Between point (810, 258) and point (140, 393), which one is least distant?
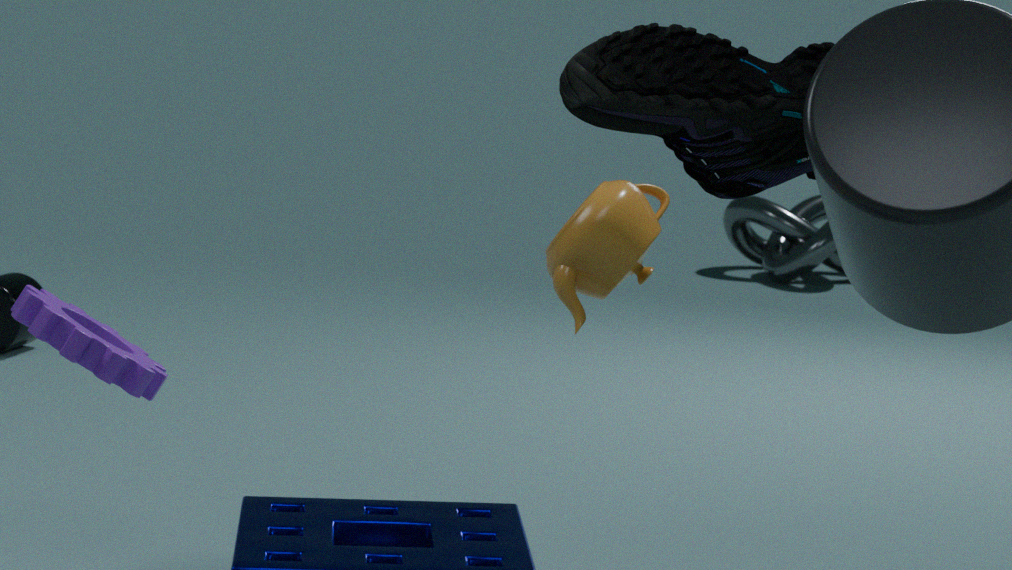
Answer: point (140, 393)
